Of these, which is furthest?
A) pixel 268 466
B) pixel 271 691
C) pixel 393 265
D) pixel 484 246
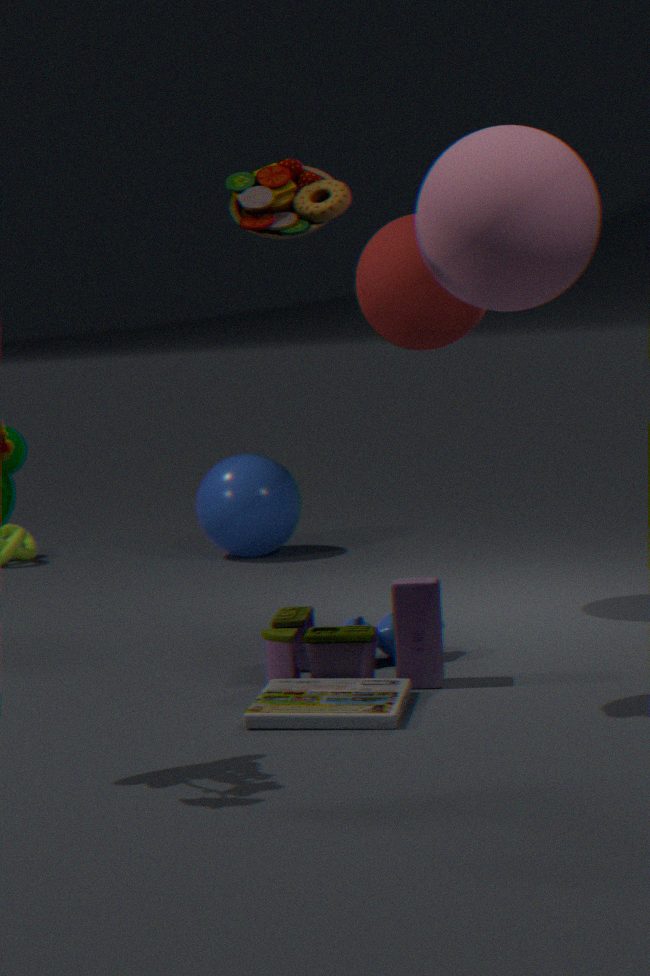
pixel 268 466
